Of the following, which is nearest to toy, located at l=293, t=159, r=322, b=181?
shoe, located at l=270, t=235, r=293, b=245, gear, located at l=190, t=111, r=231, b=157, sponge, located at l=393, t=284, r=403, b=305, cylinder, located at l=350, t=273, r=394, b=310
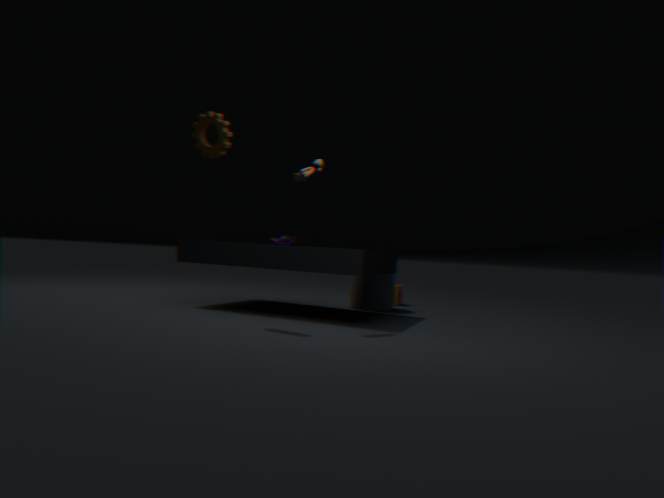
gear, located at l=190, t=111, r=231, b=157
